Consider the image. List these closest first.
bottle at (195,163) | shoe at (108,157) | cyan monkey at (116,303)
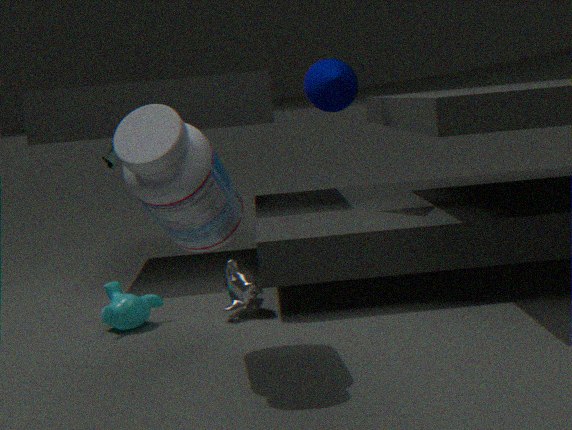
1. bottle at (195,163)
2. cyan monkey at (116,303)
3. shoe at (108,157)
